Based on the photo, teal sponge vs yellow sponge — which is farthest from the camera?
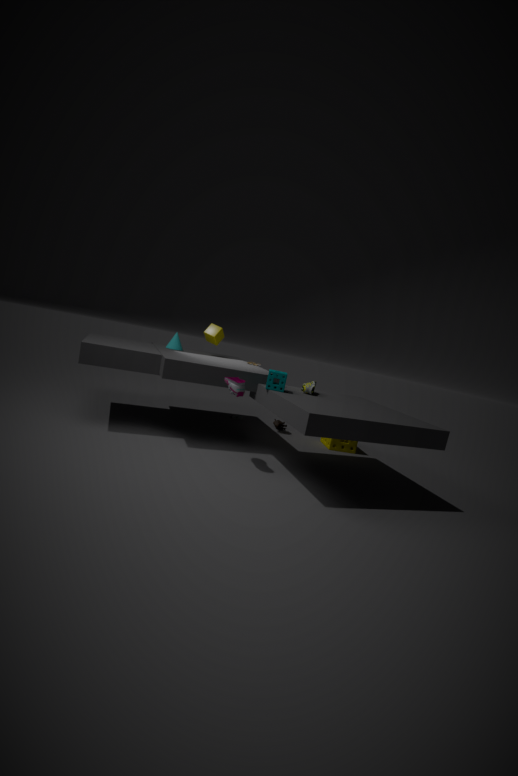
yellow sponge
